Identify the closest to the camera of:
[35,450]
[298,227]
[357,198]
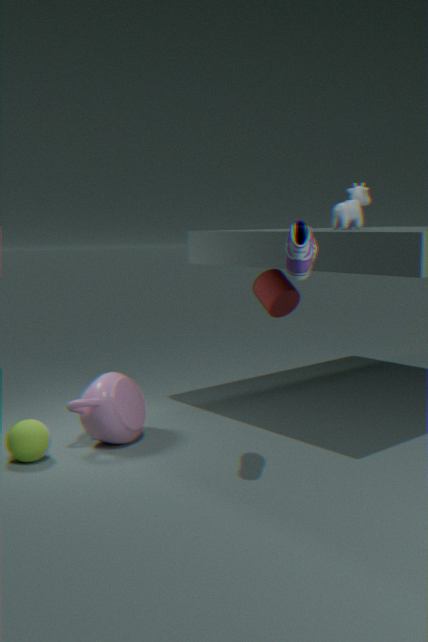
[298,227]
